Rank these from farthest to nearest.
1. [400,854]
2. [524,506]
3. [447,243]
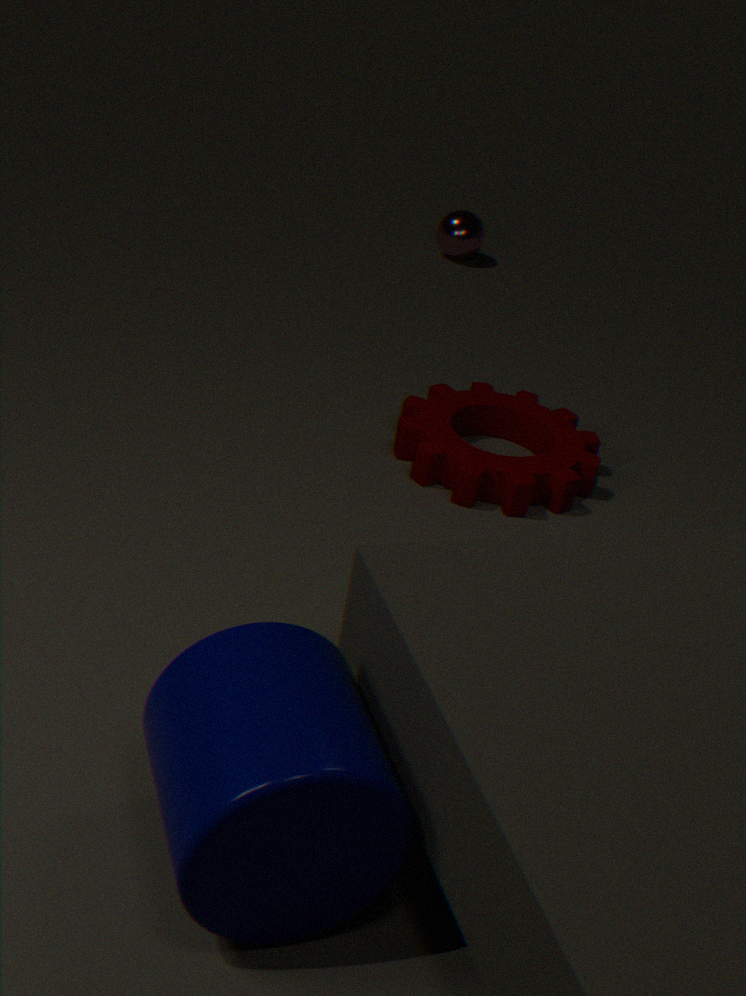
[447,243], [524,506], [400,854]
